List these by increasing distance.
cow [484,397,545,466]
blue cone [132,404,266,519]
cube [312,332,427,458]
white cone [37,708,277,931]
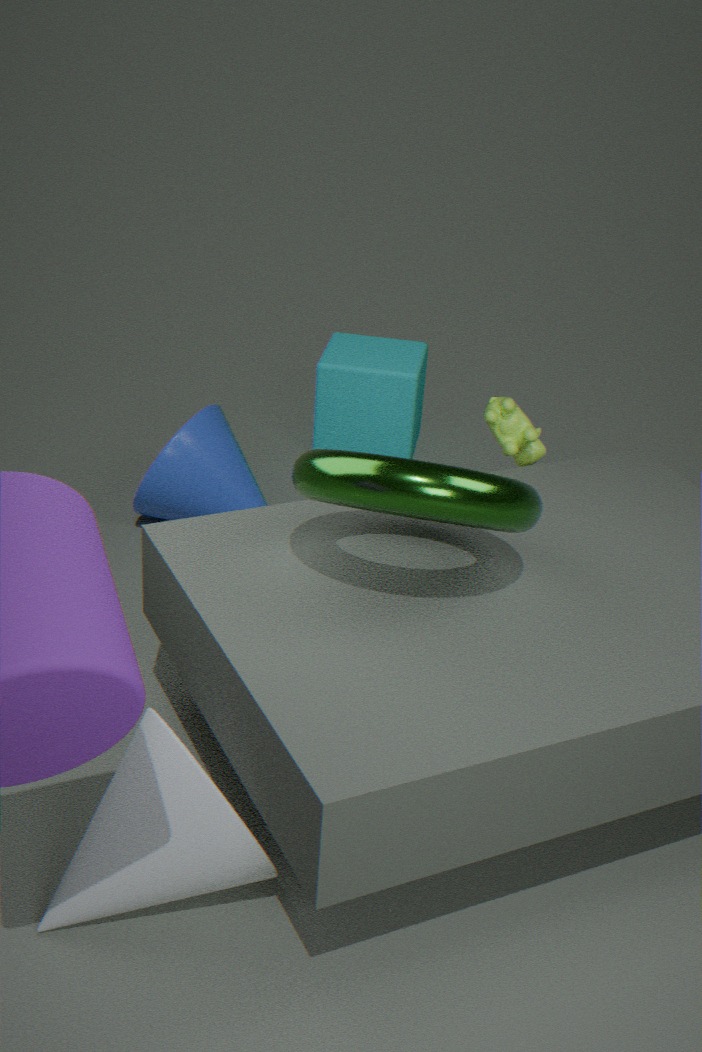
1. white cone [37,708,277,931]
2. cow [484,397,545,466]
3. blue cone [132,404,266,519]
4. cube [312,332,427,458]
